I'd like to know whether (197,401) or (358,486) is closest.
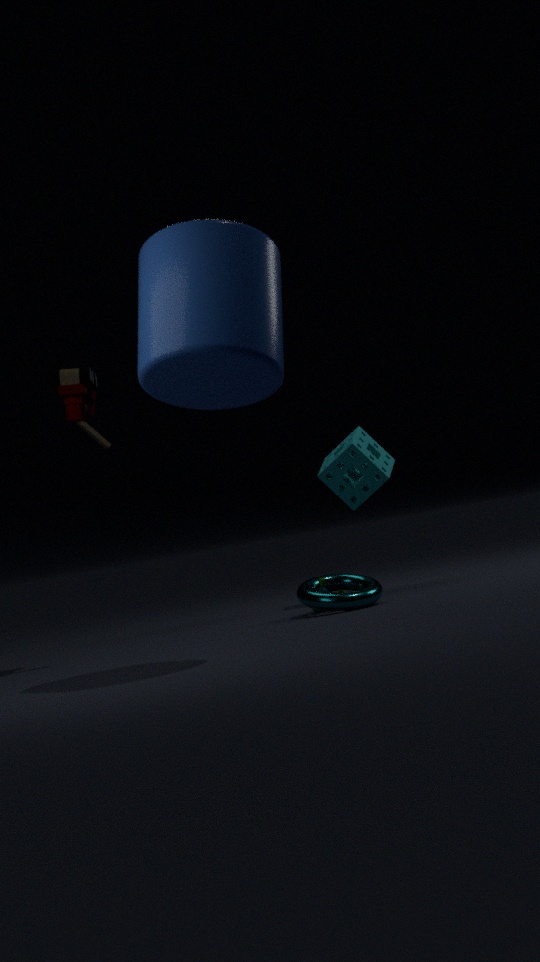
(197,401)
